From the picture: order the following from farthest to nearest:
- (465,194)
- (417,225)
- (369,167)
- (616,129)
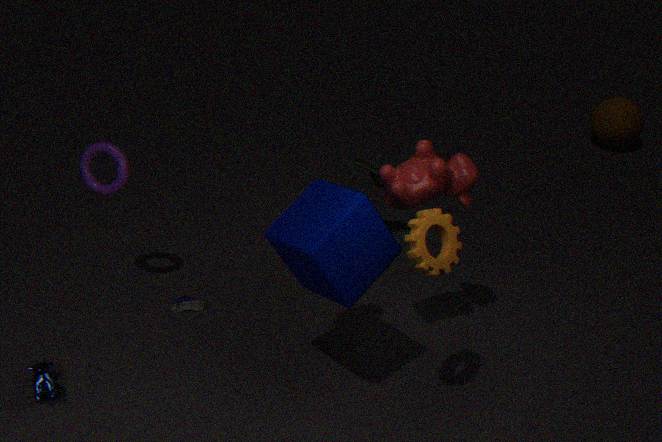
1. (616,129)
2. (369,167)
3. (465,194)
4. (417,225)
